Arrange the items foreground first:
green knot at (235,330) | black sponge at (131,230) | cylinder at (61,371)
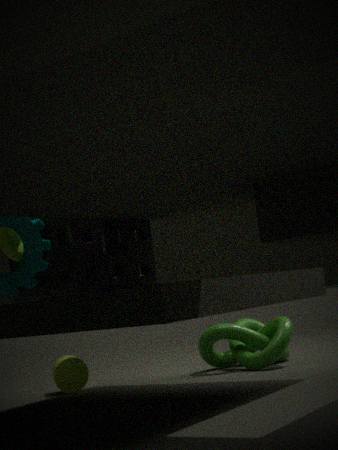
black sponge at (131,230) → green knot at (235,330) → cylinder at (61,371)
